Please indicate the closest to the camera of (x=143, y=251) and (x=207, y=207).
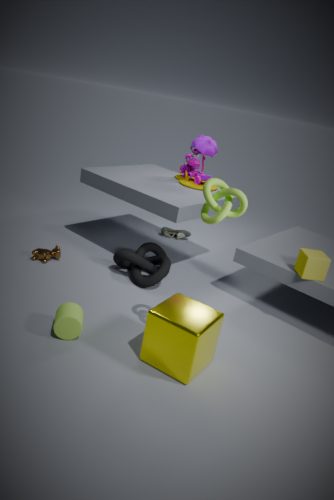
(x=207, y=207)
